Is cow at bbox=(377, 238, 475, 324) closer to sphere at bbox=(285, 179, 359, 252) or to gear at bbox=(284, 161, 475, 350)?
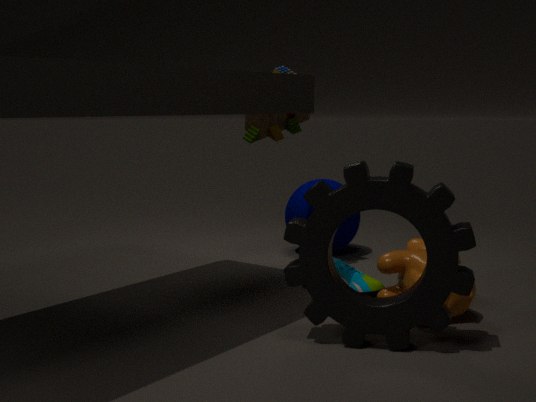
gear at bbox=(284, 161, 475, 350)
